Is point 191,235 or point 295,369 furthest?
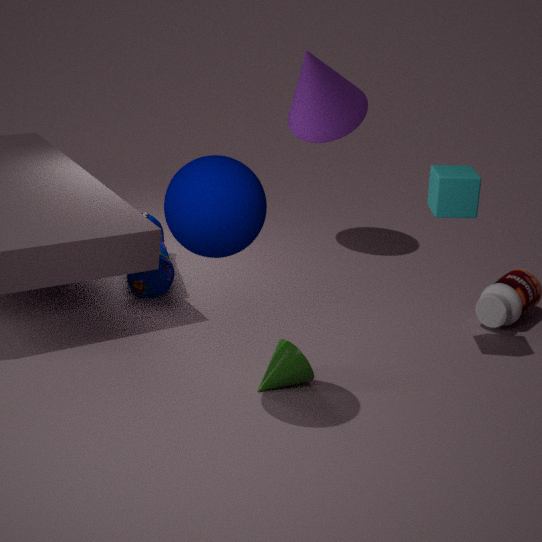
point 295,369
